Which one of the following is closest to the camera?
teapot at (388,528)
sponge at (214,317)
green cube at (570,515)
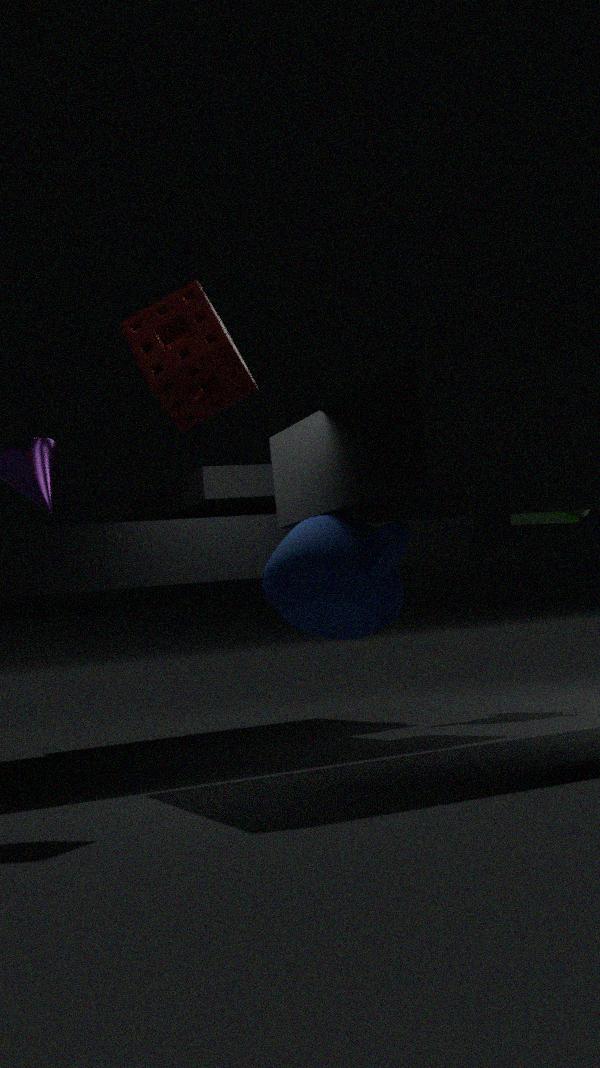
sponge at (214,317)
